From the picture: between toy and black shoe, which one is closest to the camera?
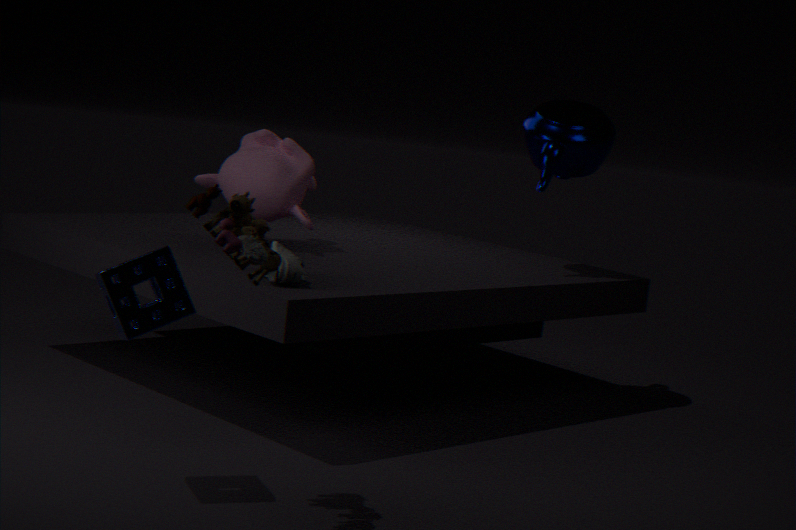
toy
